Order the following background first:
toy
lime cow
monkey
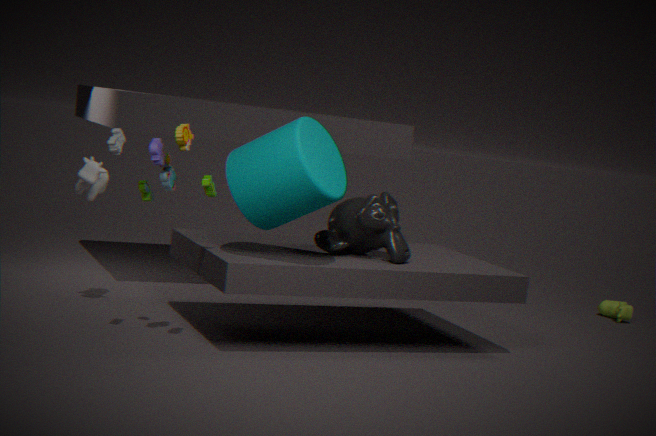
lime cow → monkey → toy
